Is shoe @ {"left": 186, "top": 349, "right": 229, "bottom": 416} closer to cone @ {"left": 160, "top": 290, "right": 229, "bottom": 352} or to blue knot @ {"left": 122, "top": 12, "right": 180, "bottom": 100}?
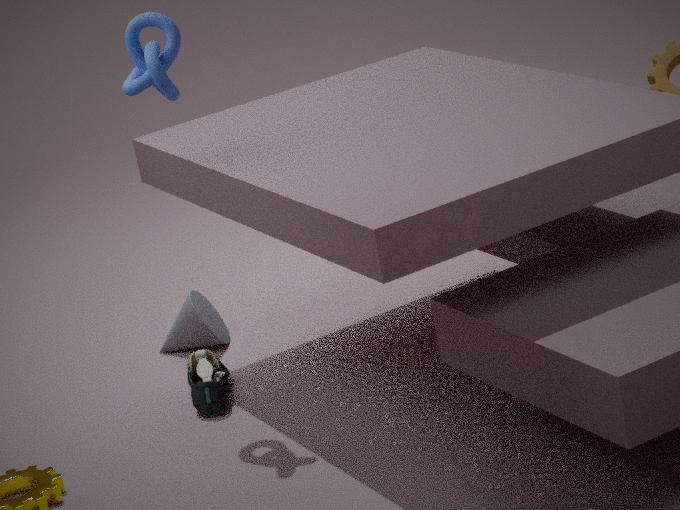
cone @ {"left": 160, "top": 290, "right": 229, "bottom": 352}
